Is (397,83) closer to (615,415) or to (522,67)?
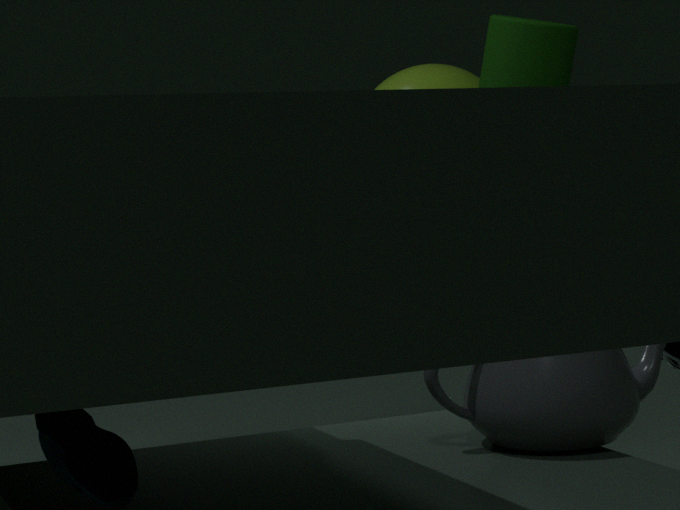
(522,67)
